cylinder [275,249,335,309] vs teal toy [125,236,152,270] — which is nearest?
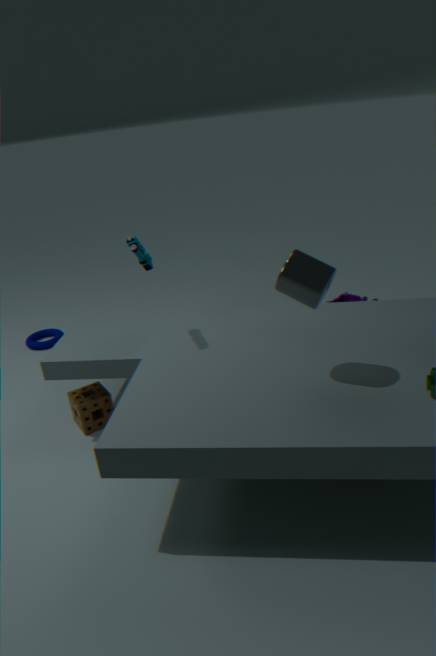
cylinder [275,249,335,309]
